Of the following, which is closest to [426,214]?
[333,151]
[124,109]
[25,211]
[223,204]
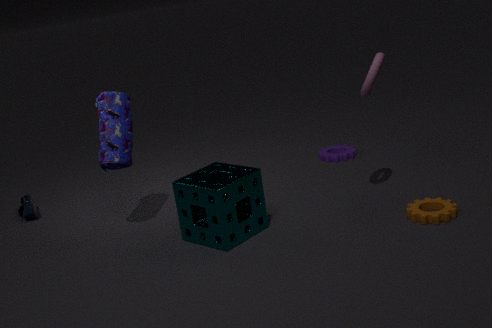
[223,204]
